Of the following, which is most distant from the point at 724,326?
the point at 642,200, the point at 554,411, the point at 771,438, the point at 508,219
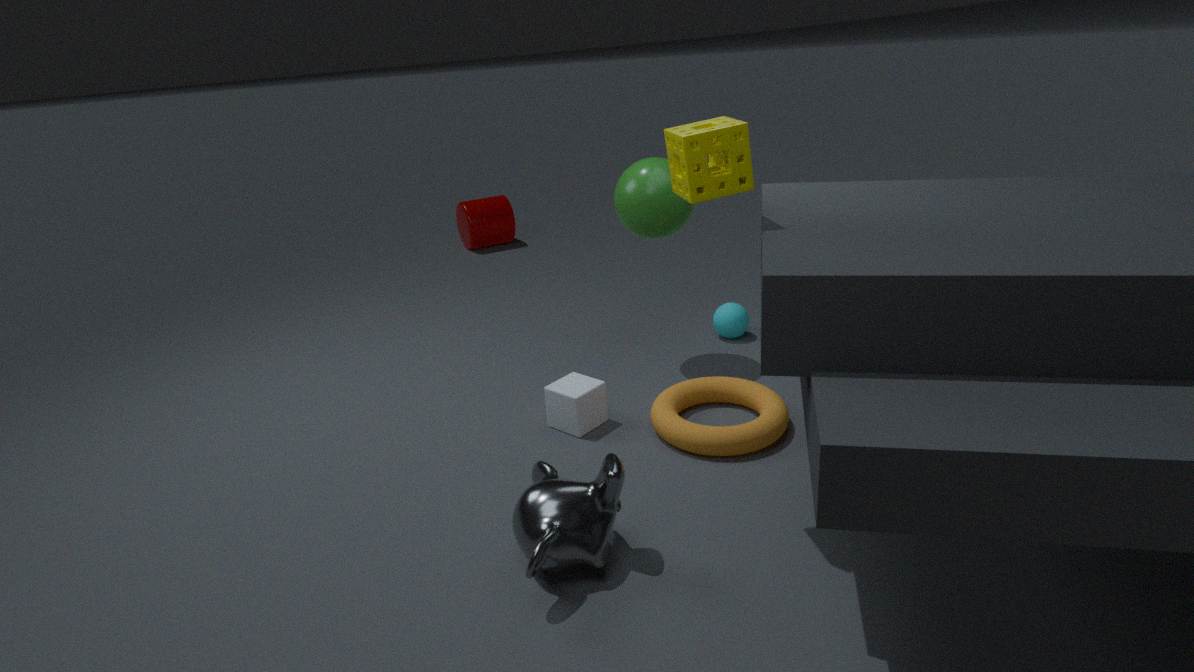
the point at 508,219
